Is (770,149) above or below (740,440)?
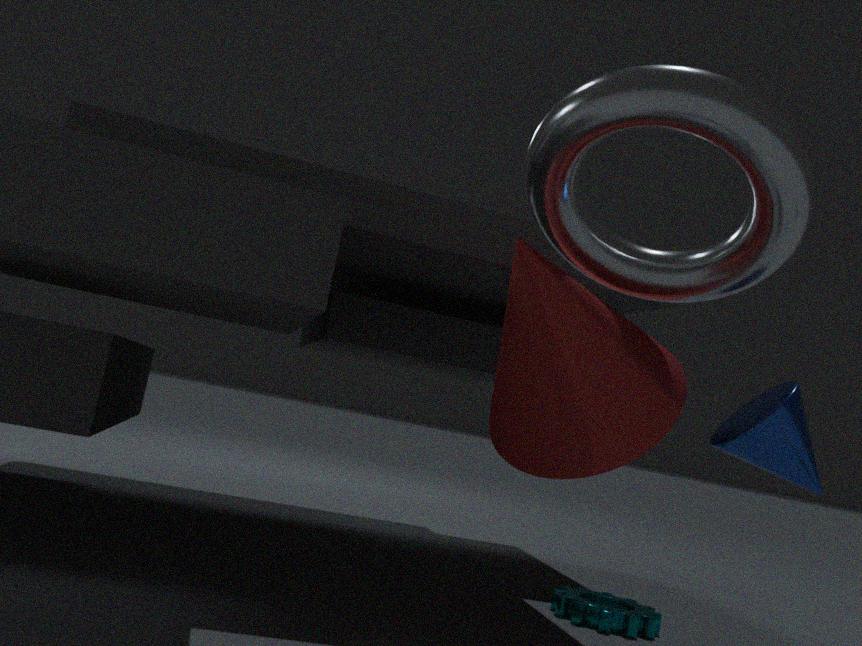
above
